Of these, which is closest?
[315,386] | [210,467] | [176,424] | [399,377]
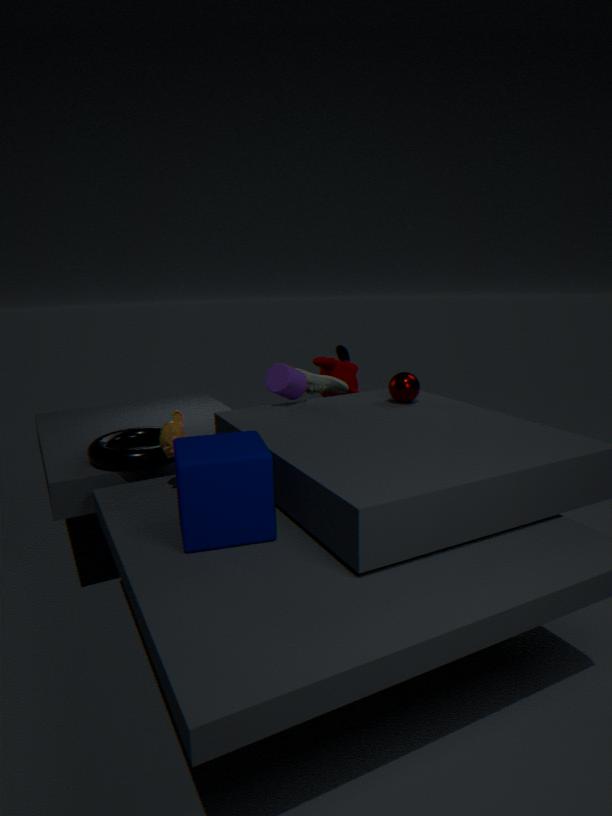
[210,467]
